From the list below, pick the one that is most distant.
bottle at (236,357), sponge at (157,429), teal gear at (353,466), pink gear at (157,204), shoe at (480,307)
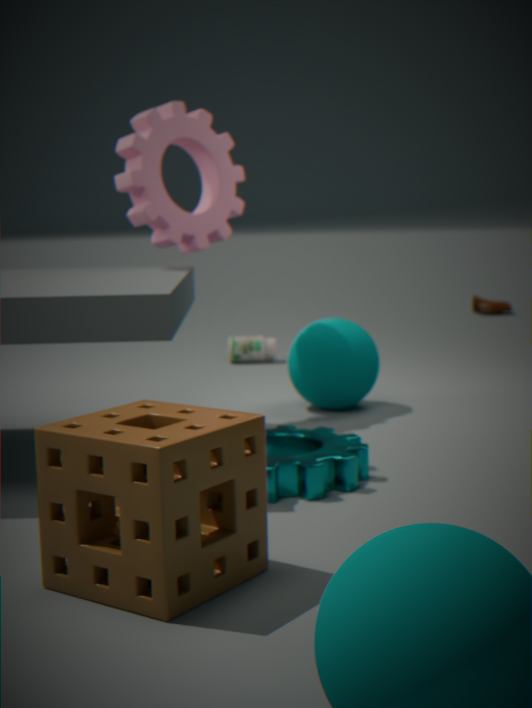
shoe at (480,307)
